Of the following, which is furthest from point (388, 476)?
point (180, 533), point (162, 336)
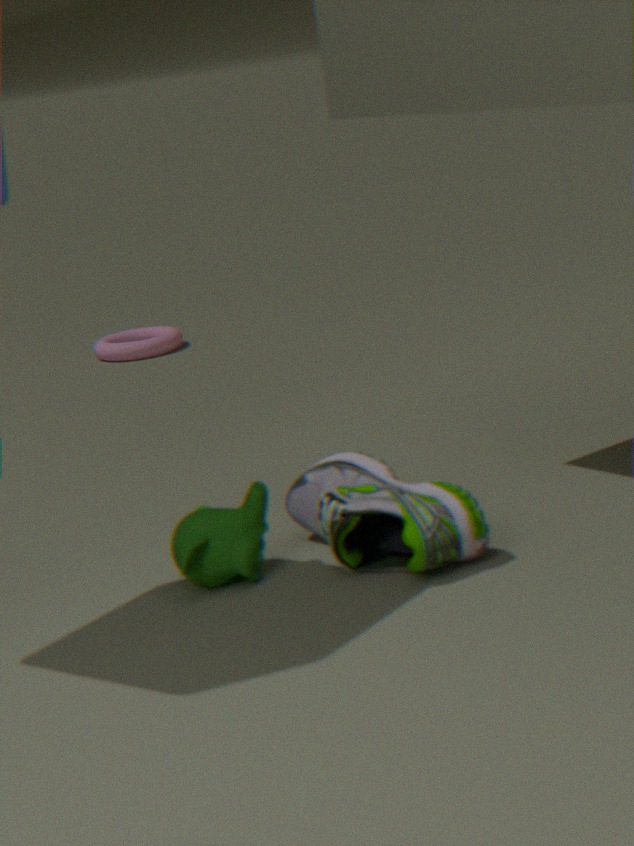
point (162, 336)
